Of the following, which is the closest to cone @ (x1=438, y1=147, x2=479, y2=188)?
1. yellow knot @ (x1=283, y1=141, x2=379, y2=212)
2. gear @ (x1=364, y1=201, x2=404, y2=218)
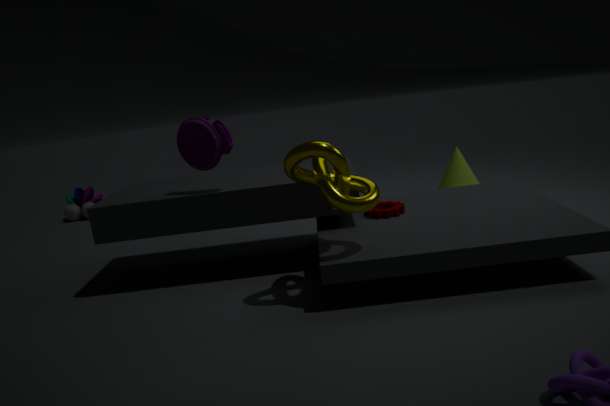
gear @ (x1=364, y1=201, x2=404, y2=218)
